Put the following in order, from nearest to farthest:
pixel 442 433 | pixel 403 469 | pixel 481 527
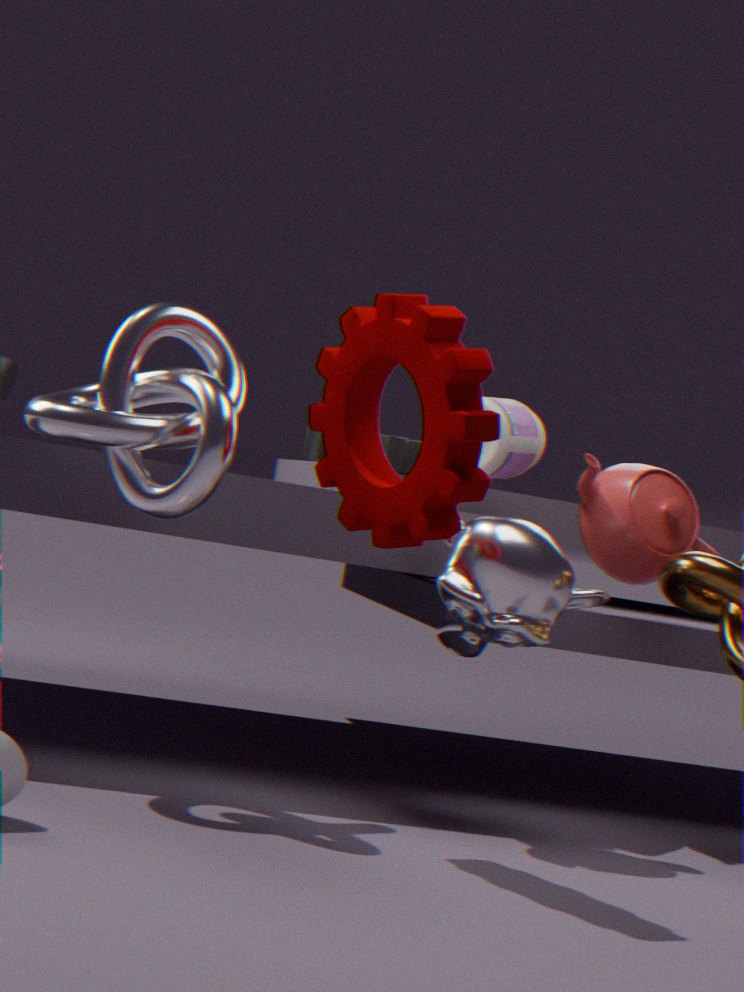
1. pixel 442 433
2. pixel 481 527
3. pixel 403 469
